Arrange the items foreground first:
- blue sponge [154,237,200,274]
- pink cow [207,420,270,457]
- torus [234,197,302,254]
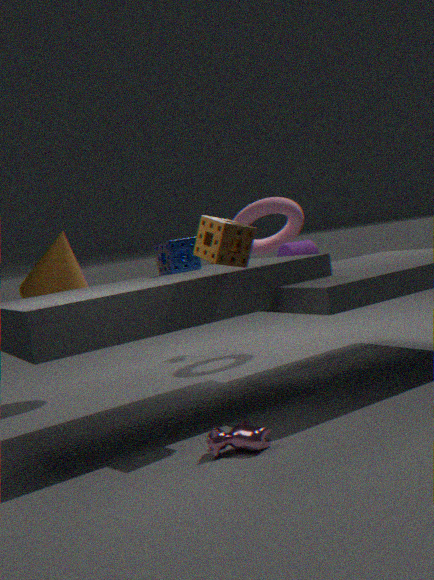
pink cow [207,420,270,457] → blue sponge [154,237,200,274] → torus [234,197,302,254]
